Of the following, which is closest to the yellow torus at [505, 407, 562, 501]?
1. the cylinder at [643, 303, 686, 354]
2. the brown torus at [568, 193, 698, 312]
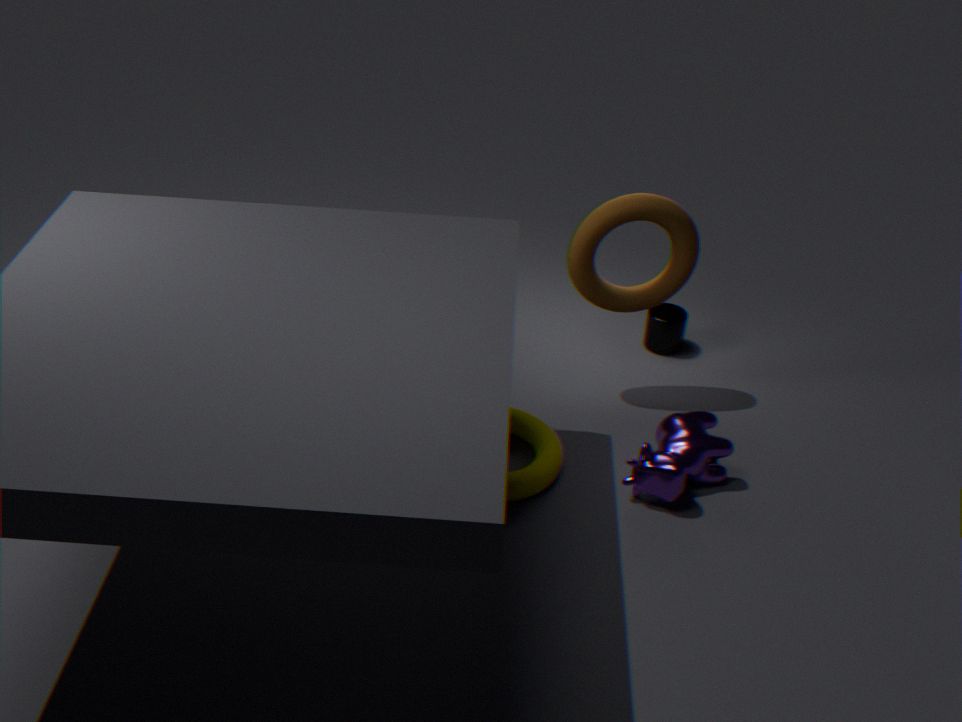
the brown torus at [568, 193, 698, 312]
